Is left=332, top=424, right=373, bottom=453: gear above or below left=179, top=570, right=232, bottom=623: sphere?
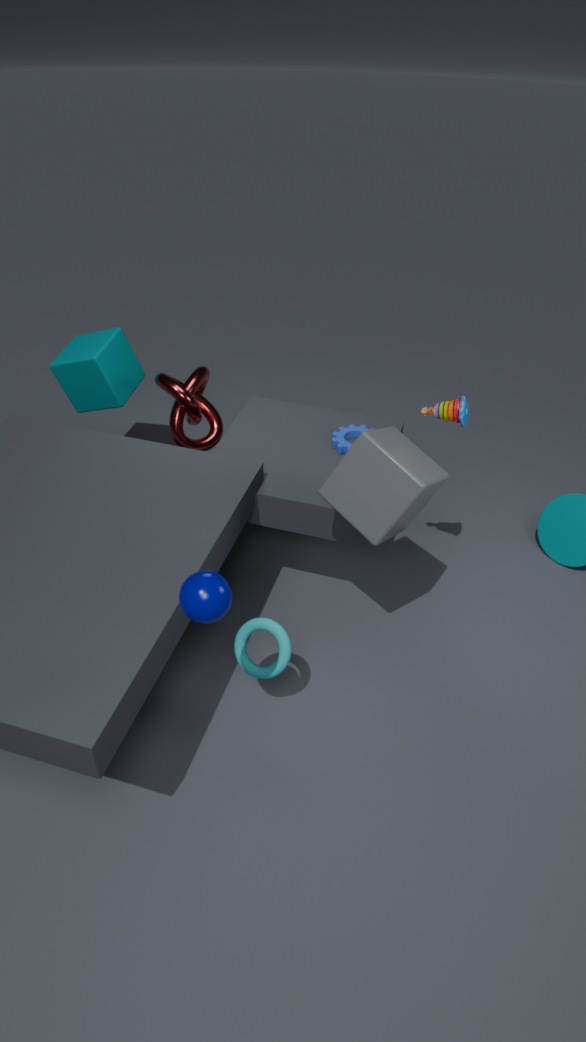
below
